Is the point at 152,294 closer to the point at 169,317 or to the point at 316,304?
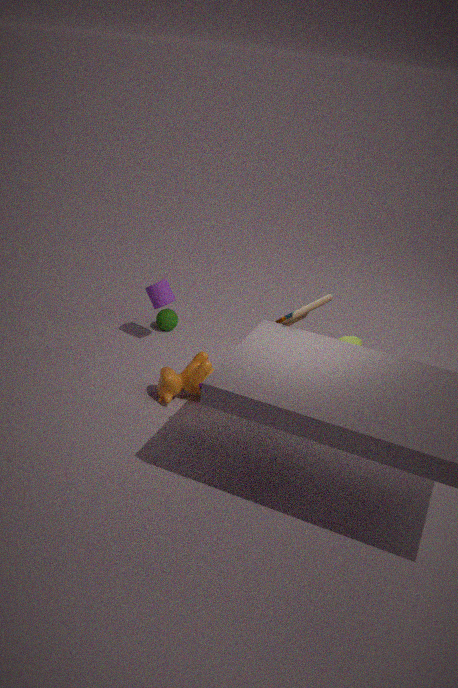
the point at 169,317
